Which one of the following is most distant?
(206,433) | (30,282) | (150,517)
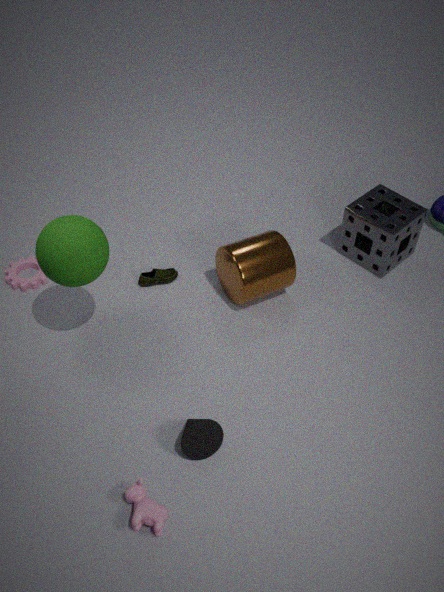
(30,282)
